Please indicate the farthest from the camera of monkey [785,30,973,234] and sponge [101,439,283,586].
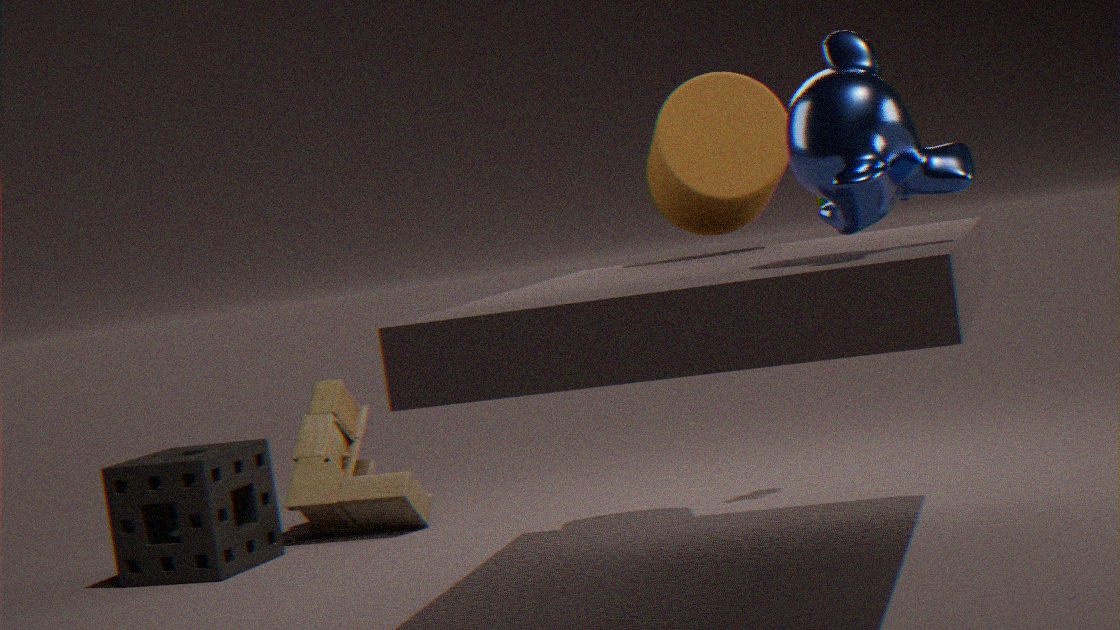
sponge [101,439,283,586]
